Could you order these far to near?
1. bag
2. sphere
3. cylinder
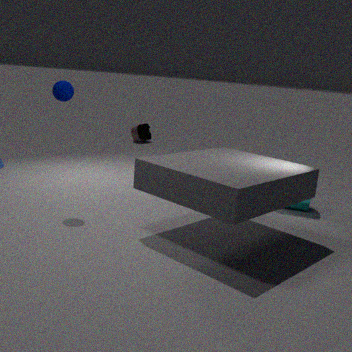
bag
cylinder
sphere
